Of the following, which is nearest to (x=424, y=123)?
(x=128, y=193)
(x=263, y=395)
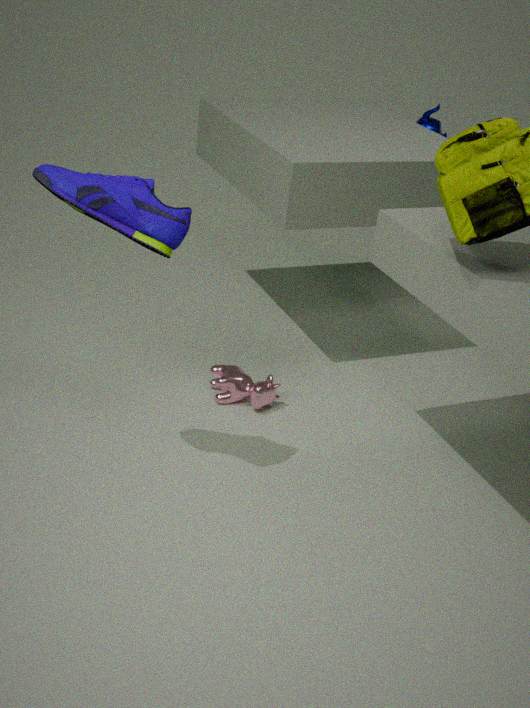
(x=263, y=395)
